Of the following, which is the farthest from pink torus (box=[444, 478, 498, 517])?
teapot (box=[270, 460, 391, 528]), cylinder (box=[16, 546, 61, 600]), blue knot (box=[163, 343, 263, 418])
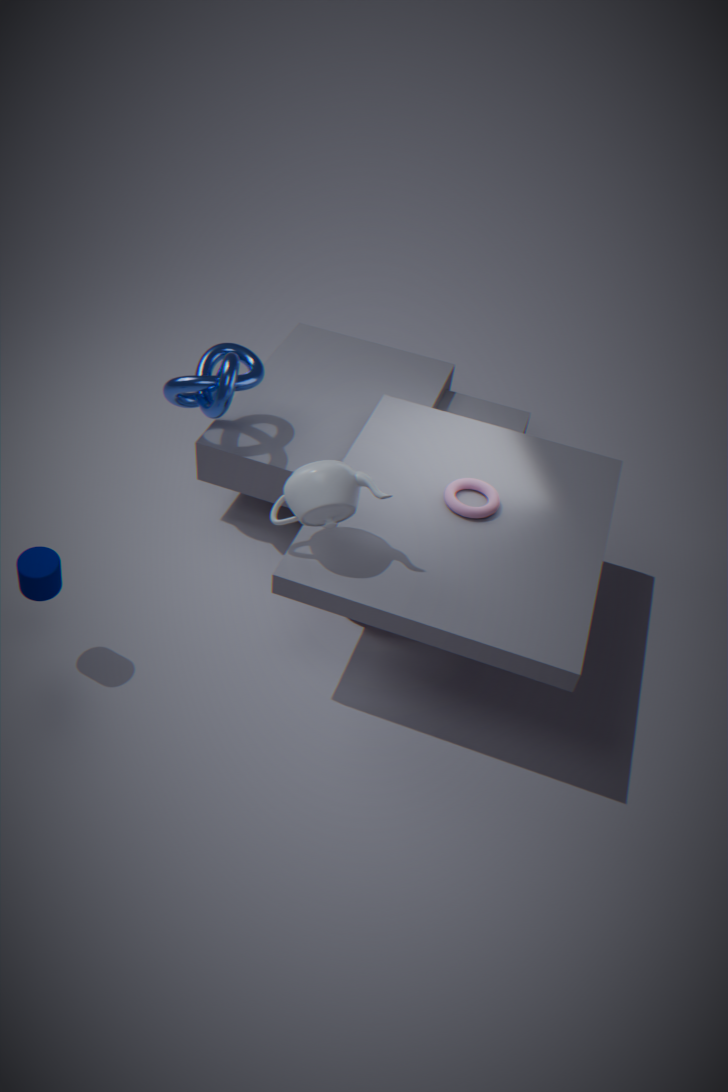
cylinder (box=[16, 546, 61, 600])
